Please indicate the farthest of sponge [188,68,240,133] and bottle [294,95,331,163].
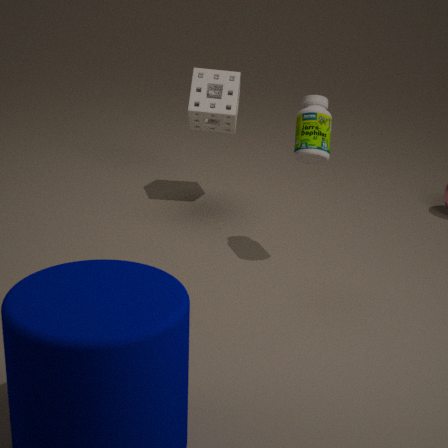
sponge [188,68,240,133]
